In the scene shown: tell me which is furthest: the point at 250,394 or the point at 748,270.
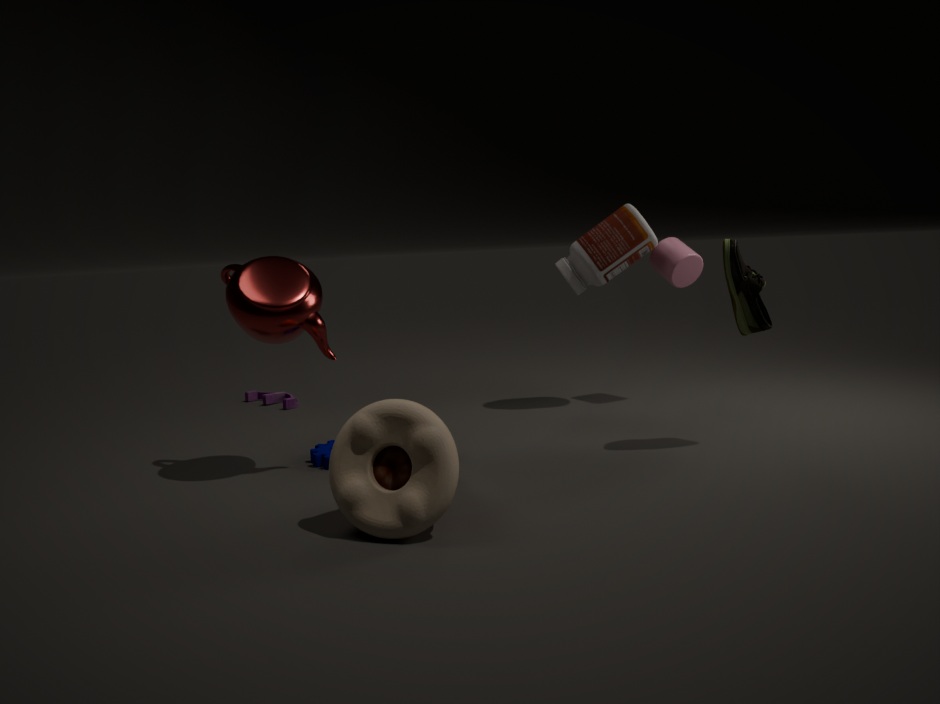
the point at 250,394
